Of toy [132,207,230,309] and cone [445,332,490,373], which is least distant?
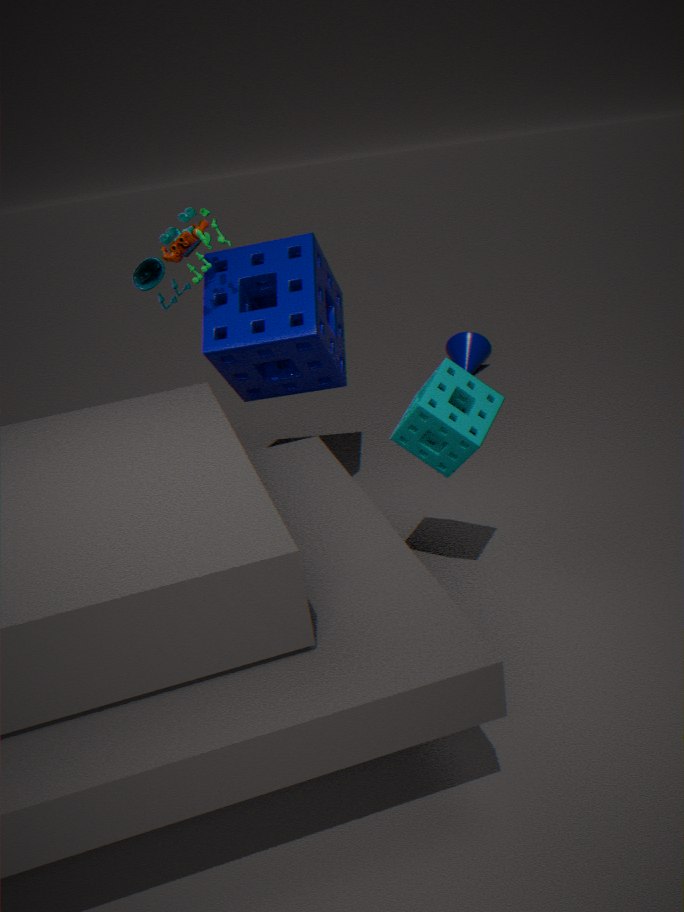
toy [132,207,230,309]
